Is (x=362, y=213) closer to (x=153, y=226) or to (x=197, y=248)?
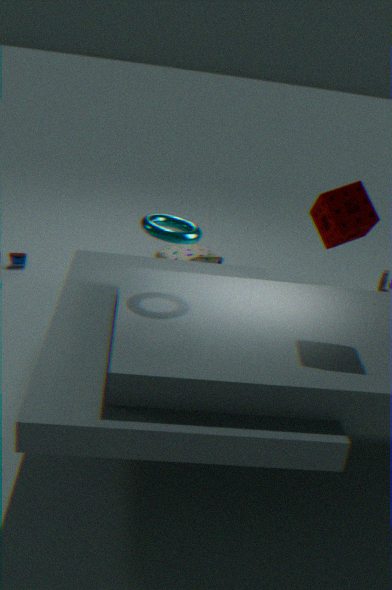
(x=153, y=226)
